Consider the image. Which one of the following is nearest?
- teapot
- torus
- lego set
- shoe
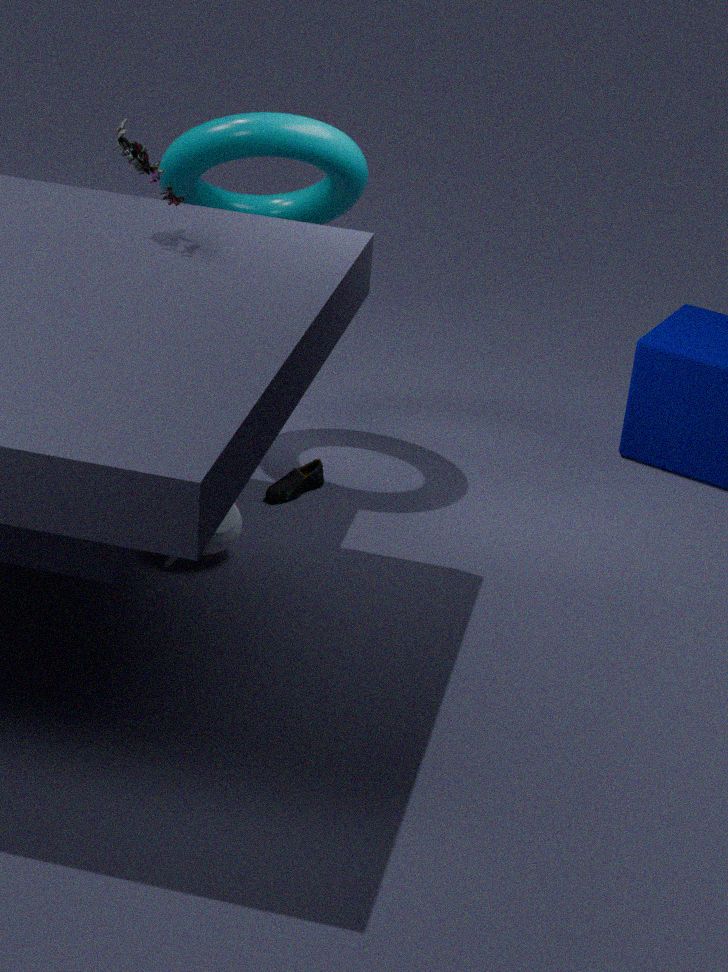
lego set
